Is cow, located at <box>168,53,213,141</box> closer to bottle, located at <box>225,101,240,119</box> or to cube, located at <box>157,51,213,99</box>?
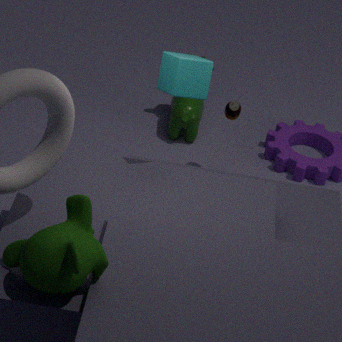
bottle, located at <box>225,101,240,119</box>
